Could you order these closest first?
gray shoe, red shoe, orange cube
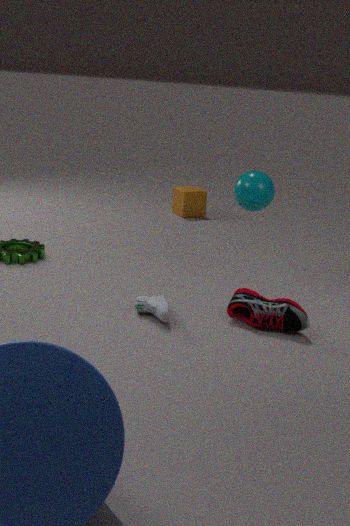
gray shoe → red shoe → orange cube
